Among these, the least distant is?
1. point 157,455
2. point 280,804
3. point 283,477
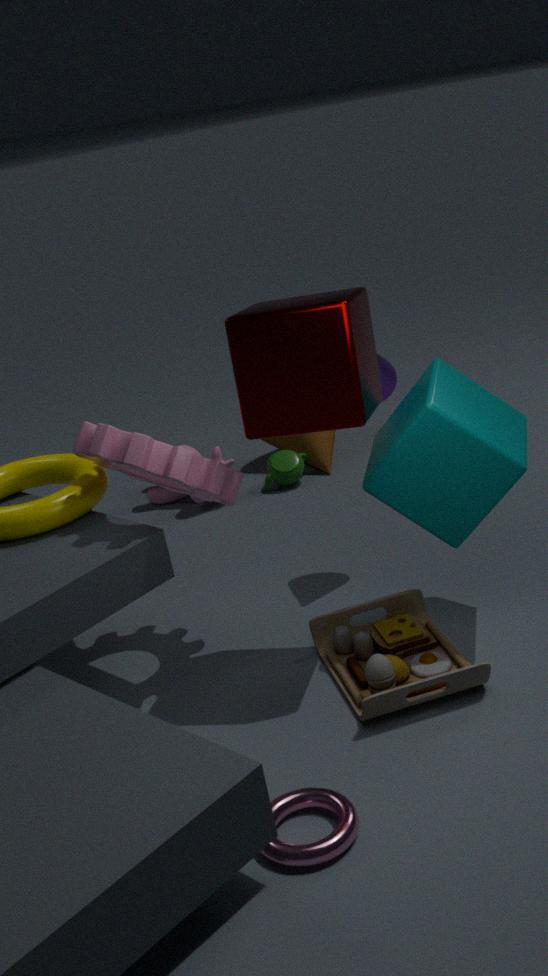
point 280,804
